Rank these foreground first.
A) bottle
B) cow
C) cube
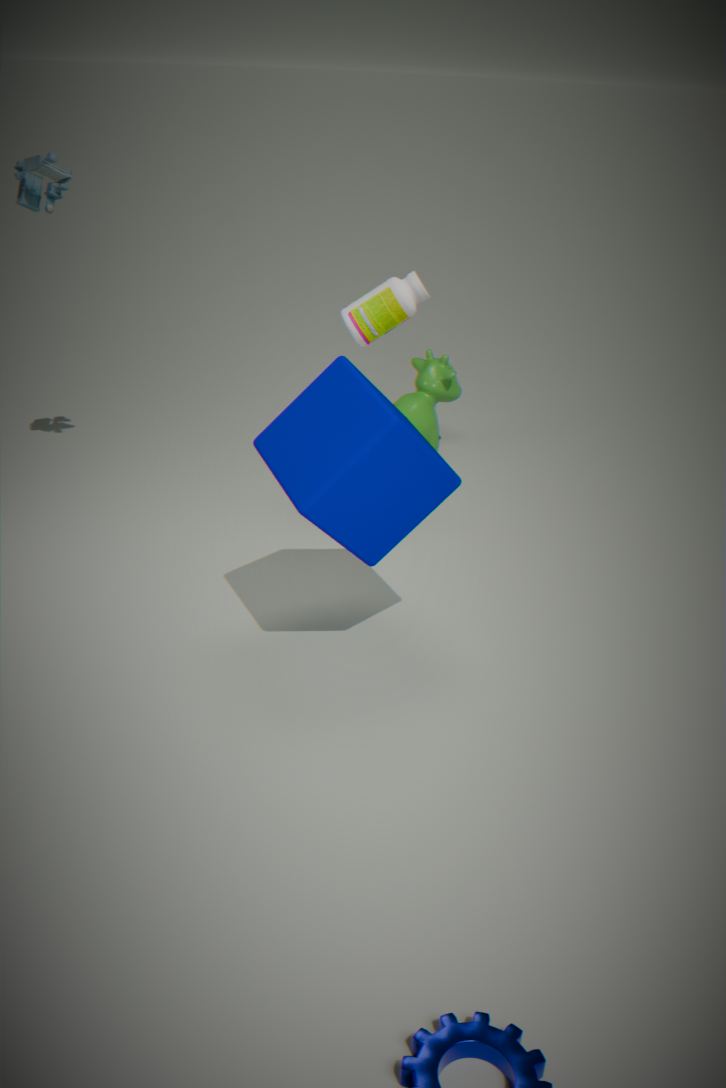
cube, bottle, cow
